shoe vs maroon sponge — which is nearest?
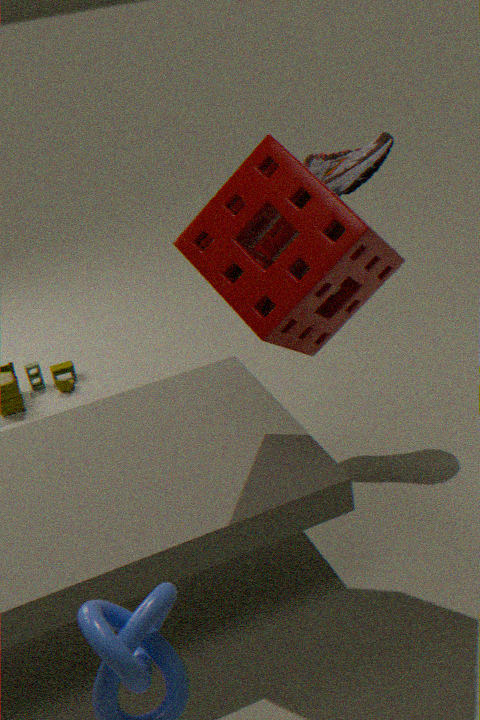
maroon sponge
